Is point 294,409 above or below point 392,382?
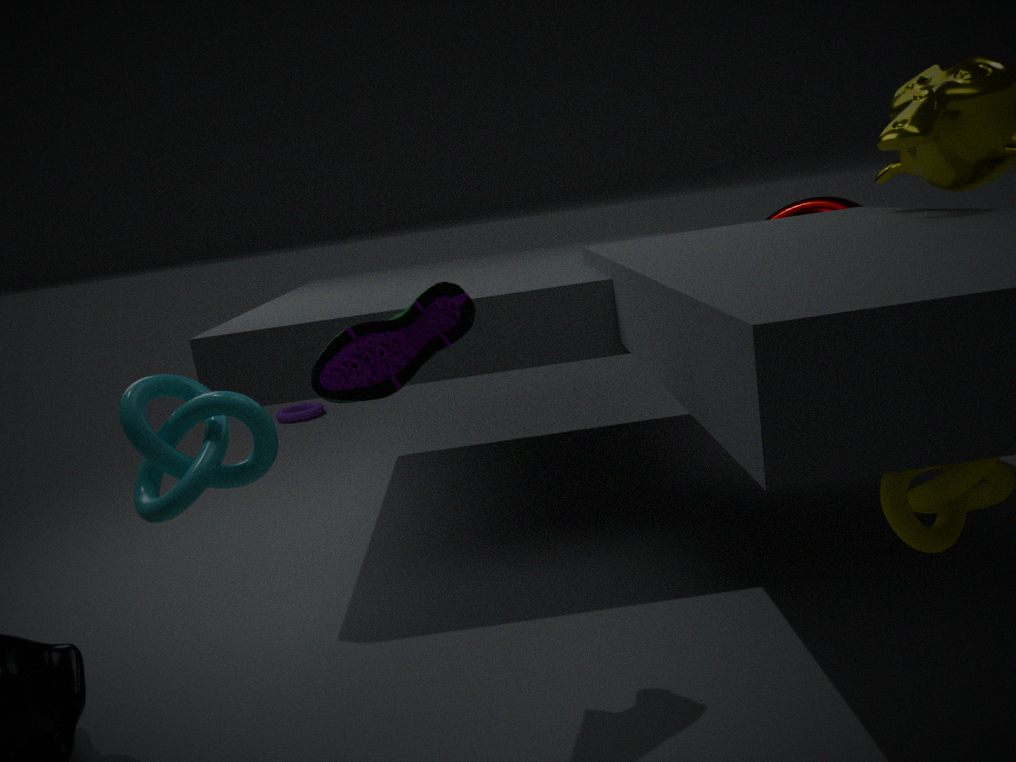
below
